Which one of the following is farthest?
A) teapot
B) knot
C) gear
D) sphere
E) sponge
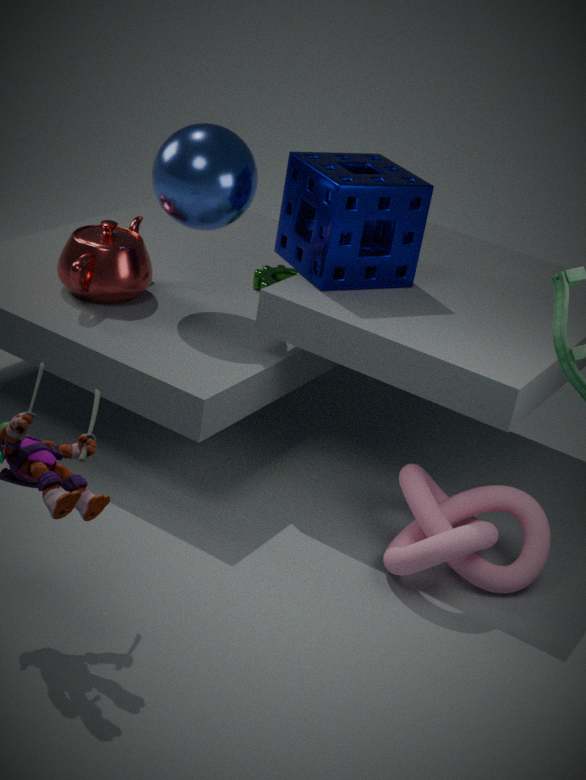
gear
